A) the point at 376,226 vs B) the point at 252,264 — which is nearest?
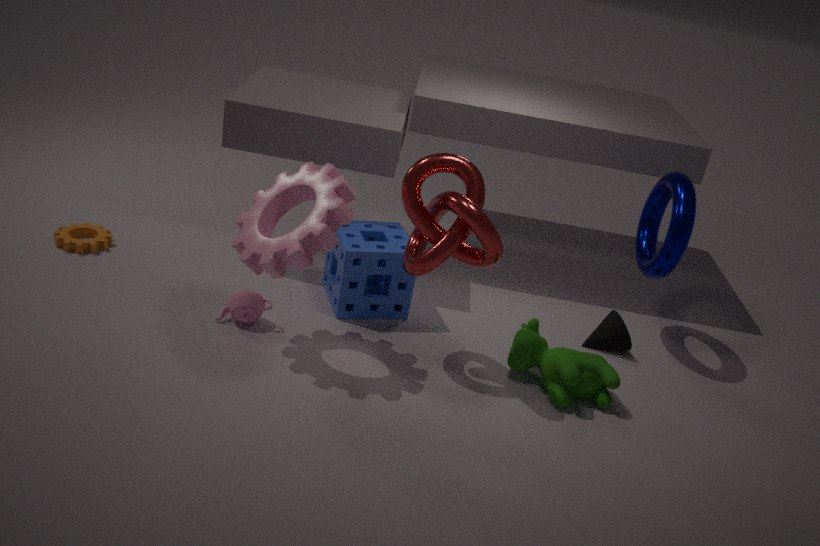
B. the point at 252,264
